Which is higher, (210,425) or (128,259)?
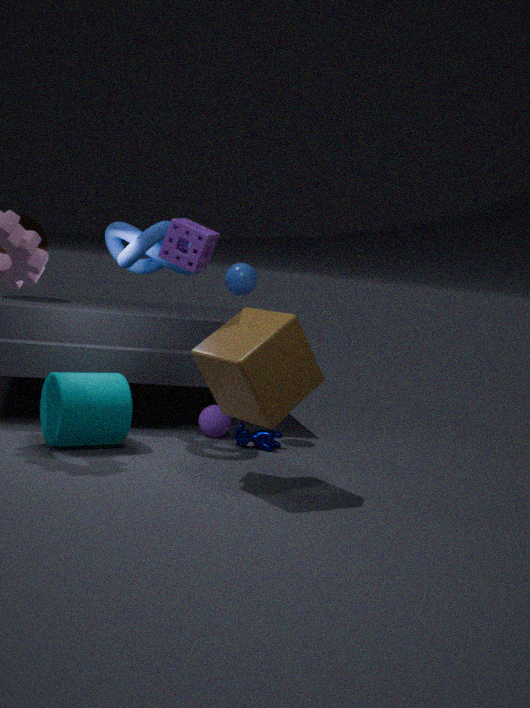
(128,259)
